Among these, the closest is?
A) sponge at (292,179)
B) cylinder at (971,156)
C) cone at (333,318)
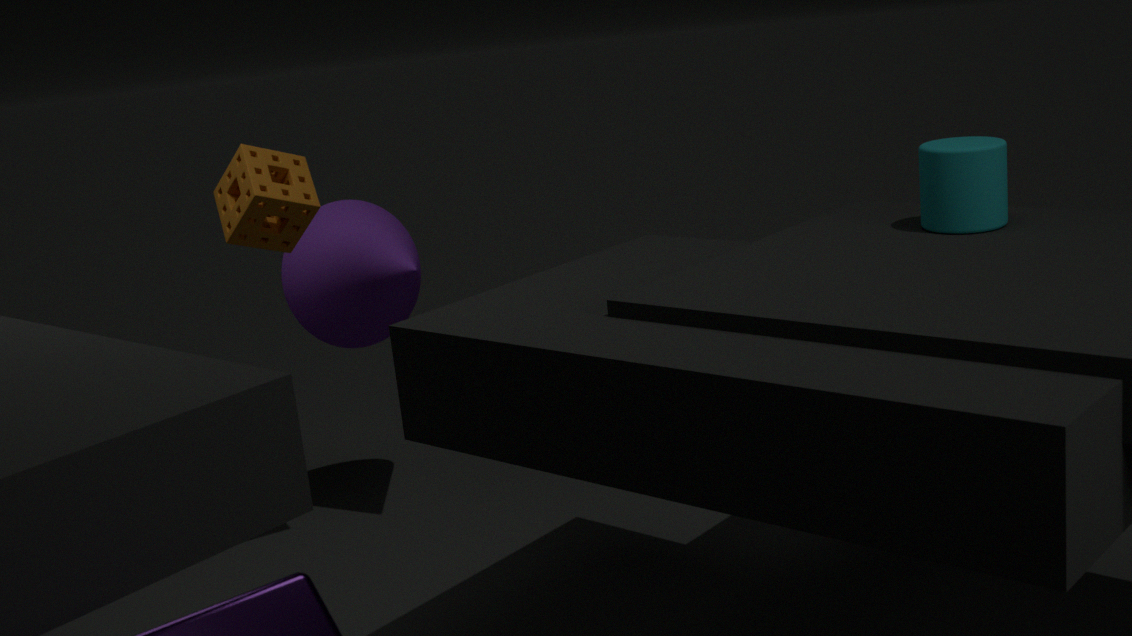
B. cylinder at (971,156)
